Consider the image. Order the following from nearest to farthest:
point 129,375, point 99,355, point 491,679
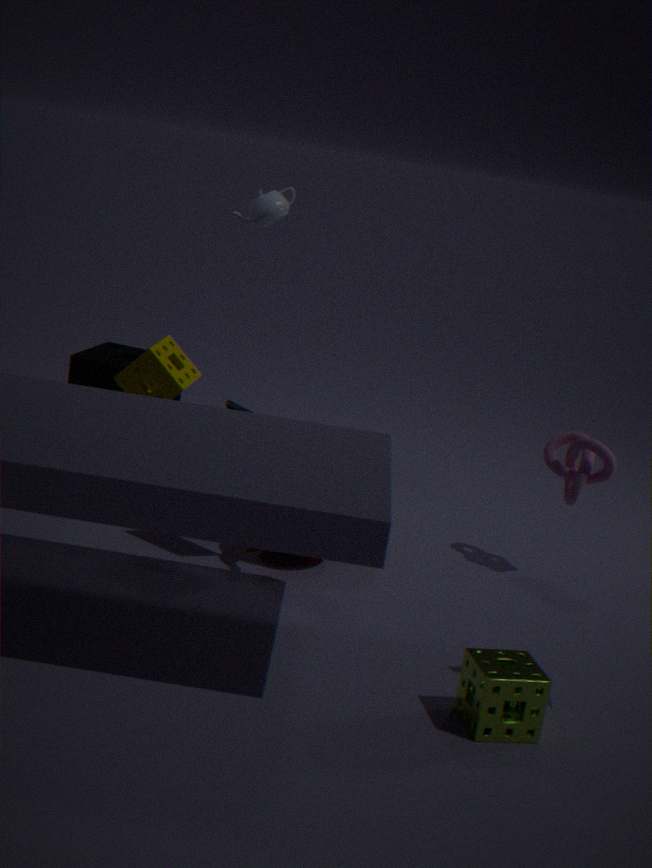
point 491,679 → point 129,375 → point 99,355
